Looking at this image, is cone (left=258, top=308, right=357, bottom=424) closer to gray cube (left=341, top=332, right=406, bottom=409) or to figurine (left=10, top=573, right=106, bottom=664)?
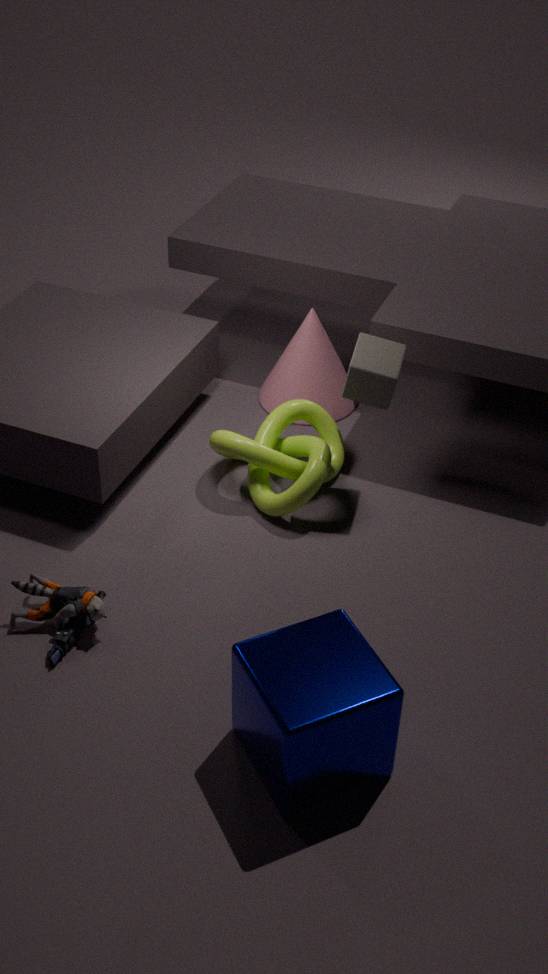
gray cube (left=341, top=332, right=406, bottom=409)
